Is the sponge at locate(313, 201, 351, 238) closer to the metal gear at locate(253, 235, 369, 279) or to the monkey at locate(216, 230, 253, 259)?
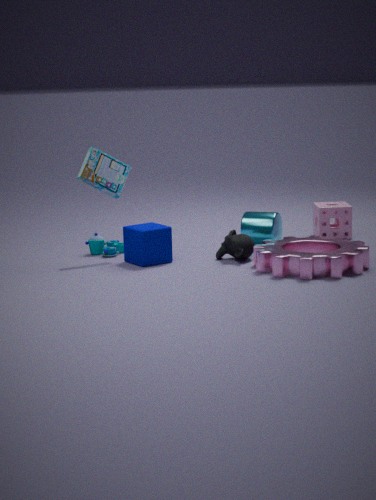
the metal gear at locate(253, 235, 369, 279)
